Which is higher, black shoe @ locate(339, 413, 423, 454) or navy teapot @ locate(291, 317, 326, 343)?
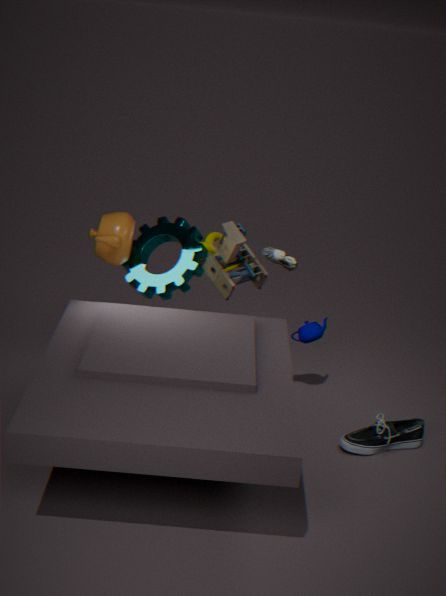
navy teapot @ locate(291, 317, 326, 343)
